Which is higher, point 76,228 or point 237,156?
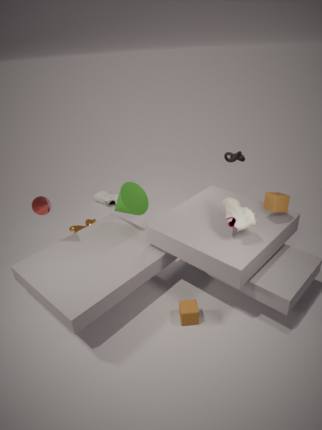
point 237,156
